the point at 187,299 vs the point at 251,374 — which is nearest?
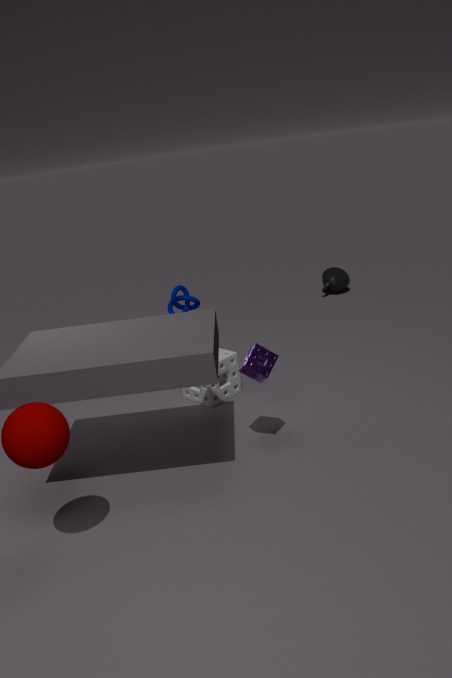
the point at 251,374
